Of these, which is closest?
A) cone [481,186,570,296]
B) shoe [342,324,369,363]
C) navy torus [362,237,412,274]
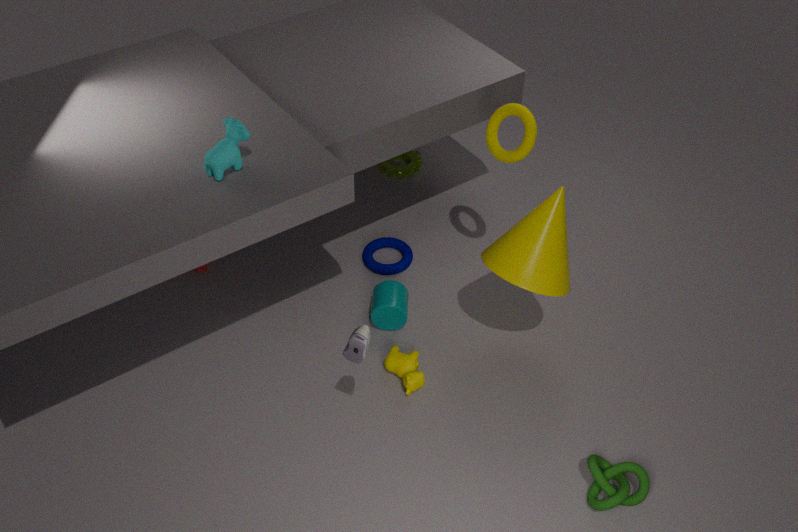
B. shoe [342,324,369,363]
